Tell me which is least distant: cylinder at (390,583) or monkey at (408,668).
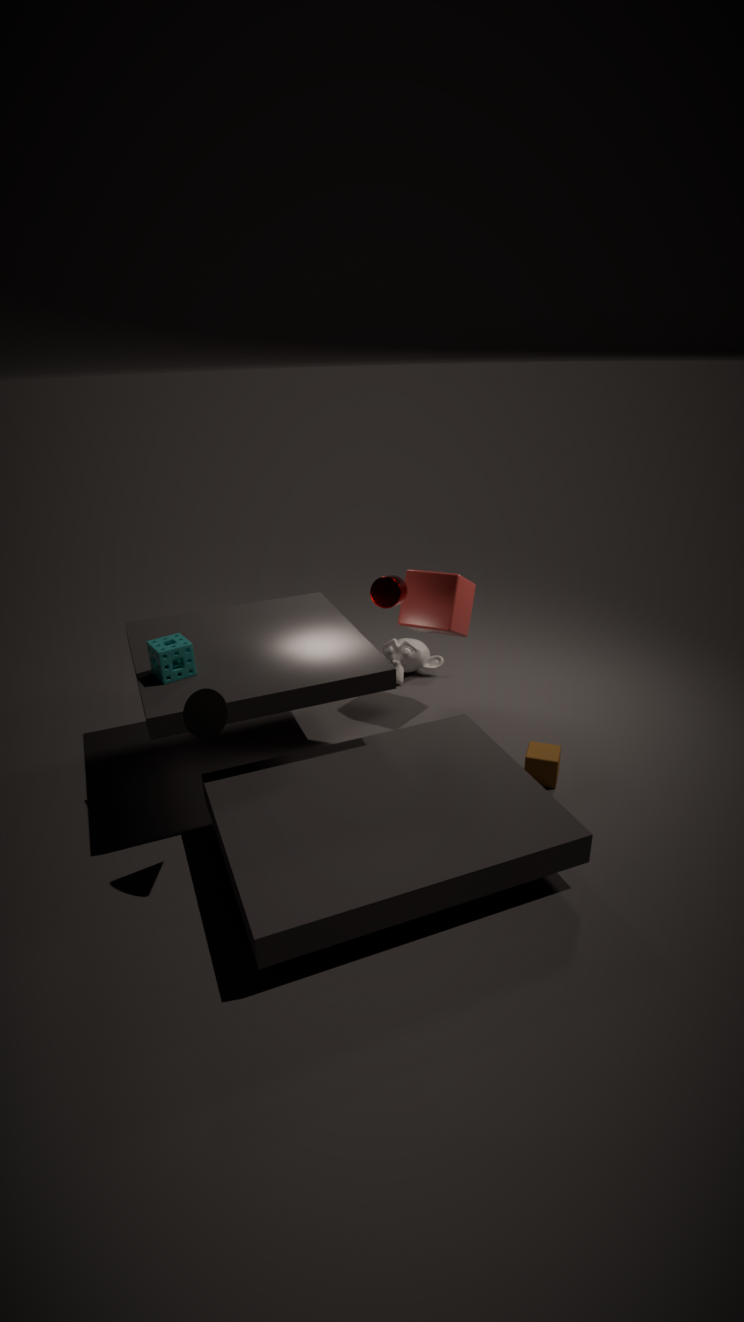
cylinder at (390,583)
